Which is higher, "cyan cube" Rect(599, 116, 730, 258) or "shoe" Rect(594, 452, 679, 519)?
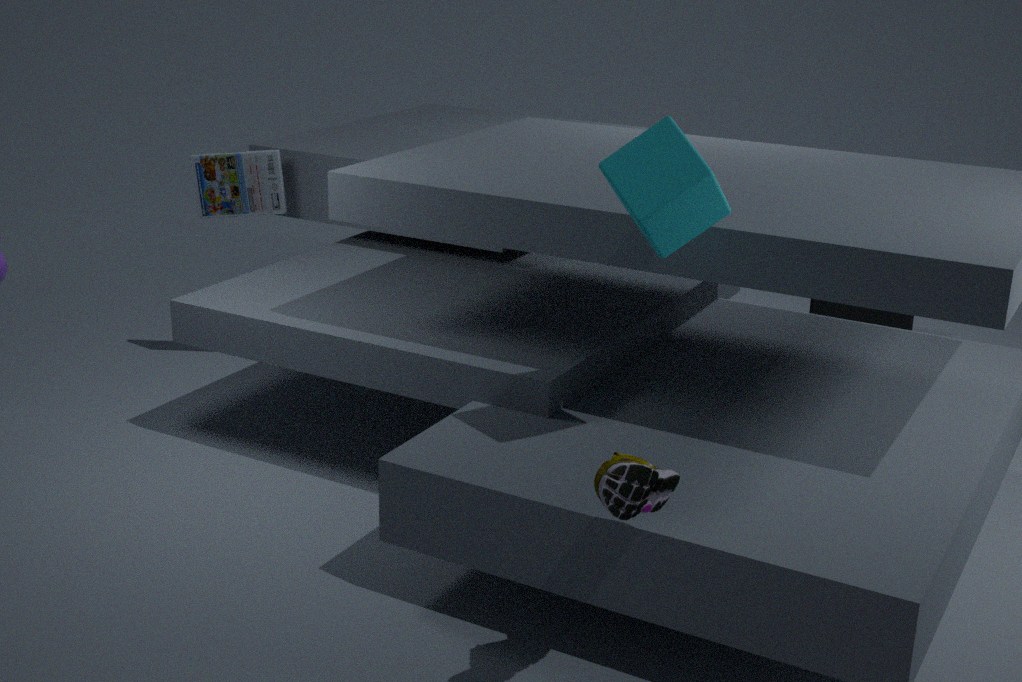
"cyan cube" Rect(599, 116, 730, 258)
